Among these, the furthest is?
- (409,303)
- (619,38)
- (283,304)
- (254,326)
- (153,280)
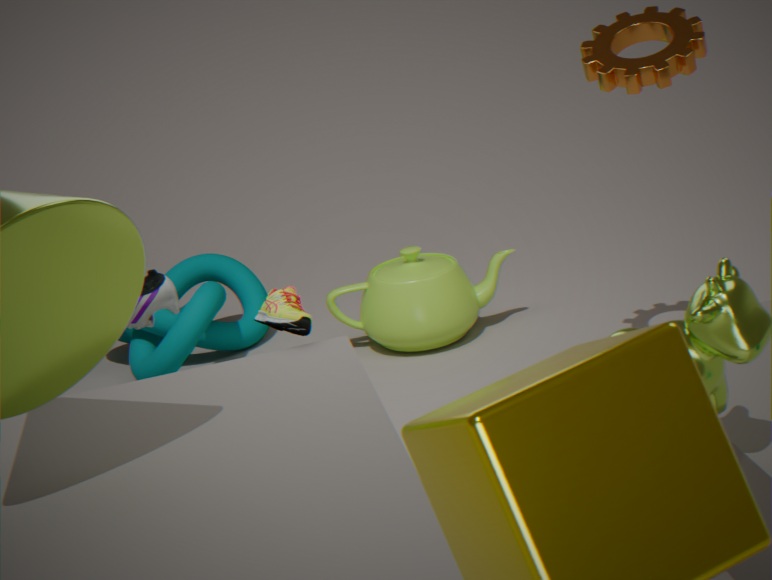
(254,326)
